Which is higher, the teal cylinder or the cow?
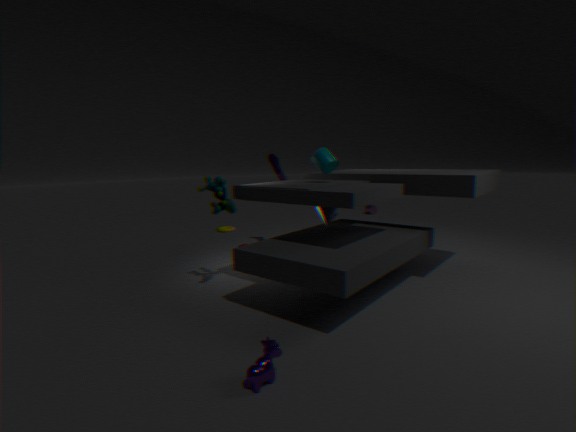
the teal cylinder
